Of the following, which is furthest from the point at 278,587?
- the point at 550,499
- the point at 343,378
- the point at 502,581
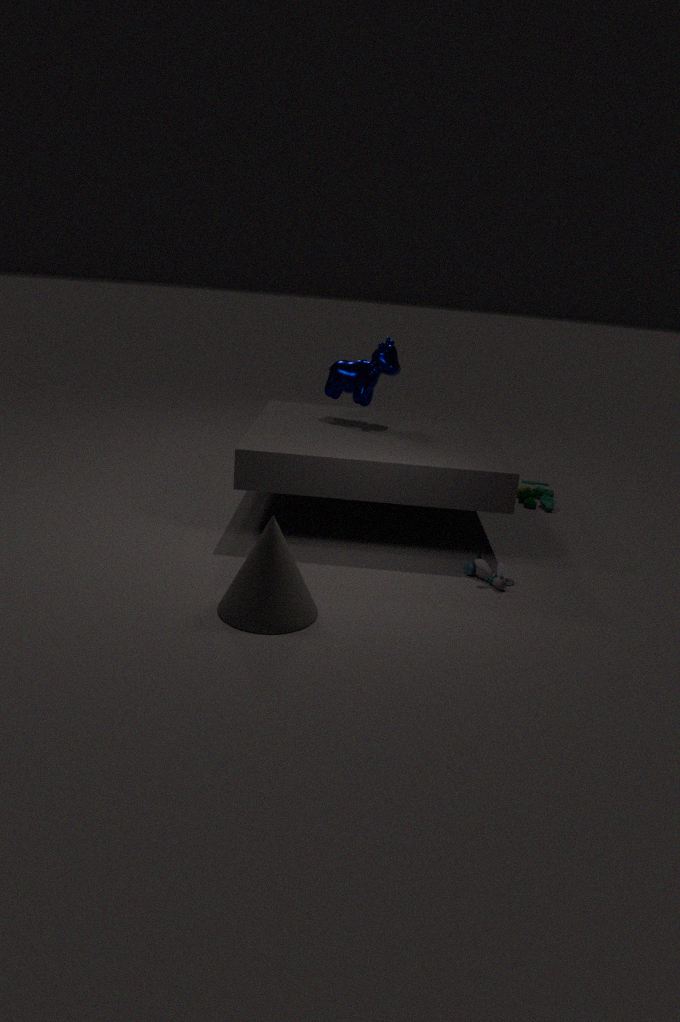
the point at 550,499
